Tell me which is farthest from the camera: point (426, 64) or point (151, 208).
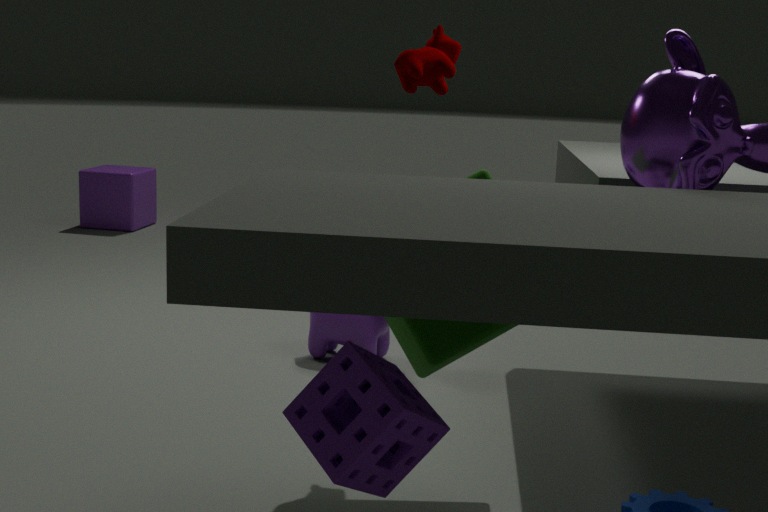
point (151, 208)
